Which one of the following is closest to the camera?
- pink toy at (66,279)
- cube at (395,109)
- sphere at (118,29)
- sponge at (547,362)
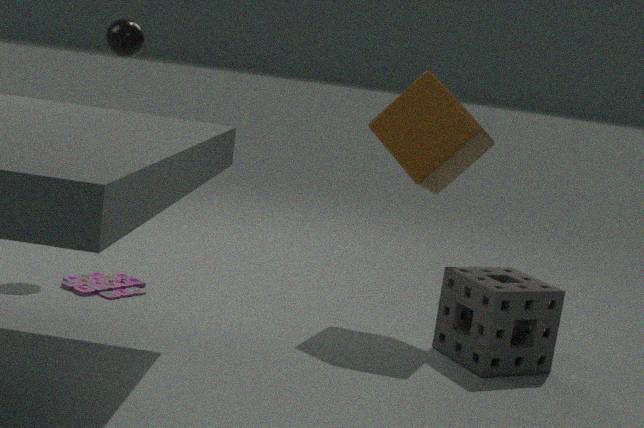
sponge at (547,362)
